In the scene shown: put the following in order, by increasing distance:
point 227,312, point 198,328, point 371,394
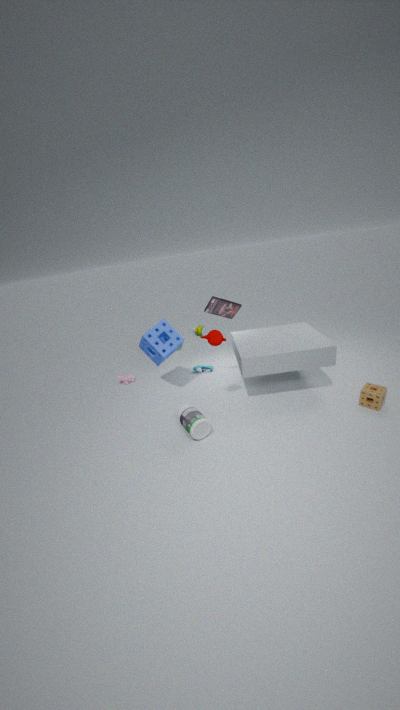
point 371,394
point 227,312
point 198,328
